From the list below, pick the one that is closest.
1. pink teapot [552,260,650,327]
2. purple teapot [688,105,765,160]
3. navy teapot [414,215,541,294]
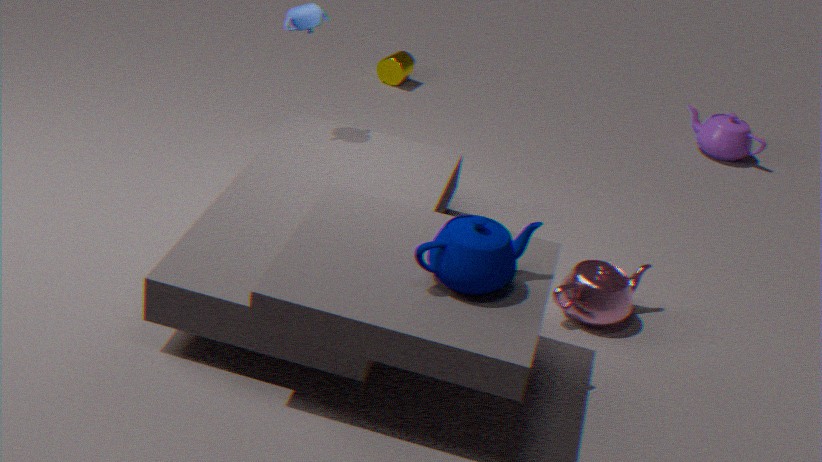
navy teapot [414,215,541,294]
